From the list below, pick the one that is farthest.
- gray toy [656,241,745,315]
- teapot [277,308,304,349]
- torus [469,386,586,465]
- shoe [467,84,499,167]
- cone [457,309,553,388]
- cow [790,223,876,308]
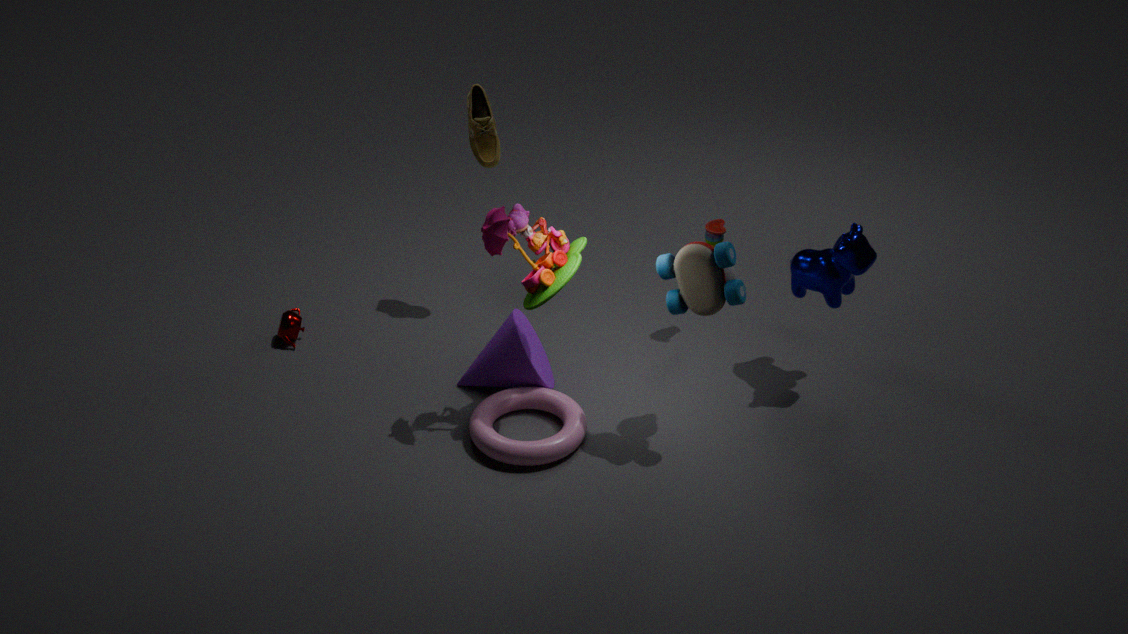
shoe [467,84,499,167]
